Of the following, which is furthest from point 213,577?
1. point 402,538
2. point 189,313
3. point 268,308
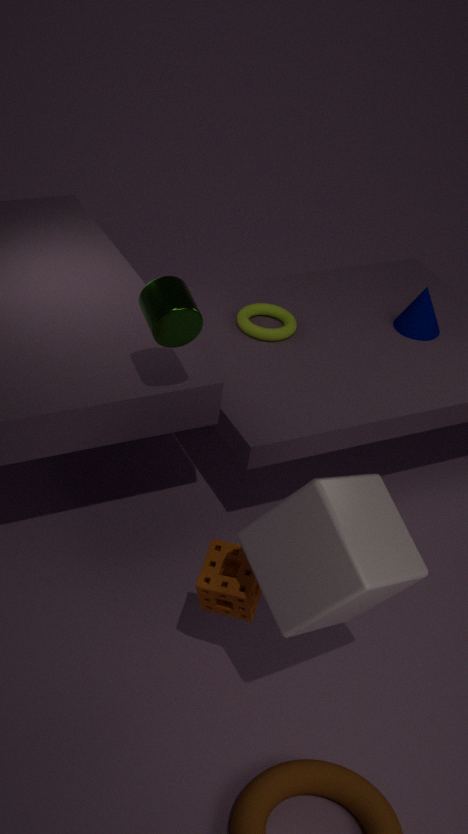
point 268,308
